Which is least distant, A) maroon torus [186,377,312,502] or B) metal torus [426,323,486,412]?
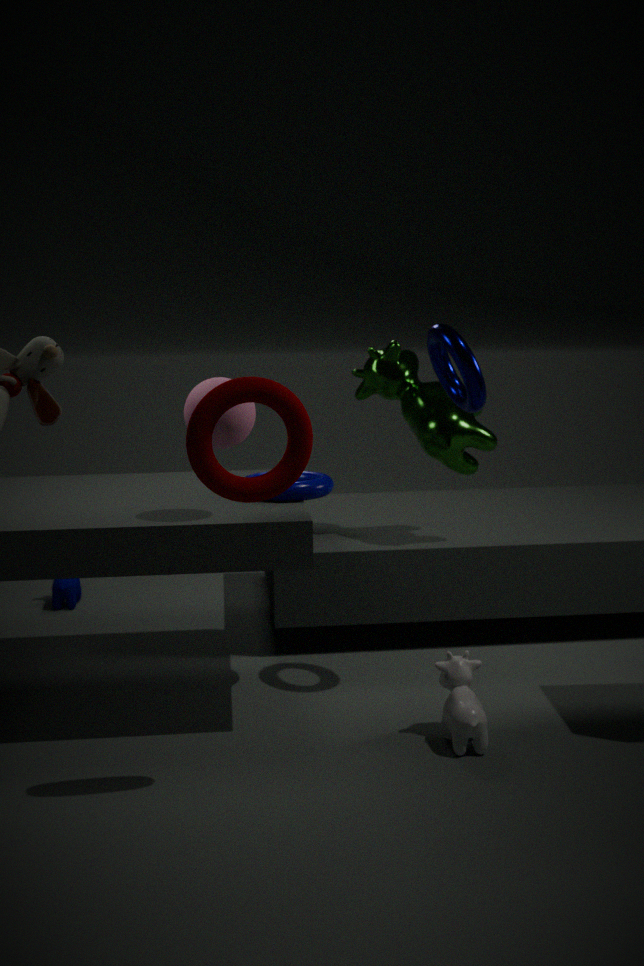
A. maroon torus [186,377,312,502]
